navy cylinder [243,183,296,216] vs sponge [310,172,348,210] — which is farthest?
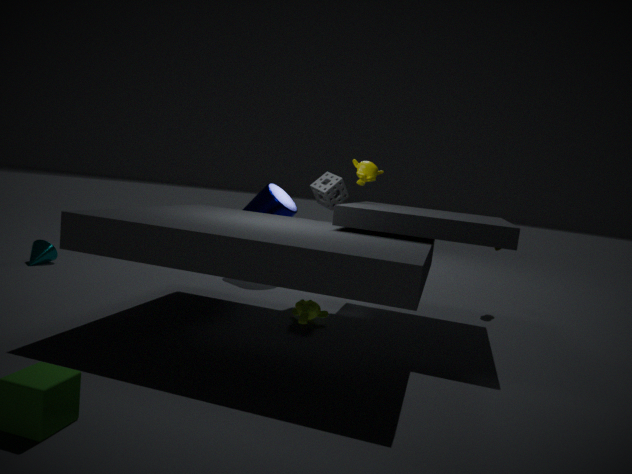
navy cylinder [243,183,296,216]
